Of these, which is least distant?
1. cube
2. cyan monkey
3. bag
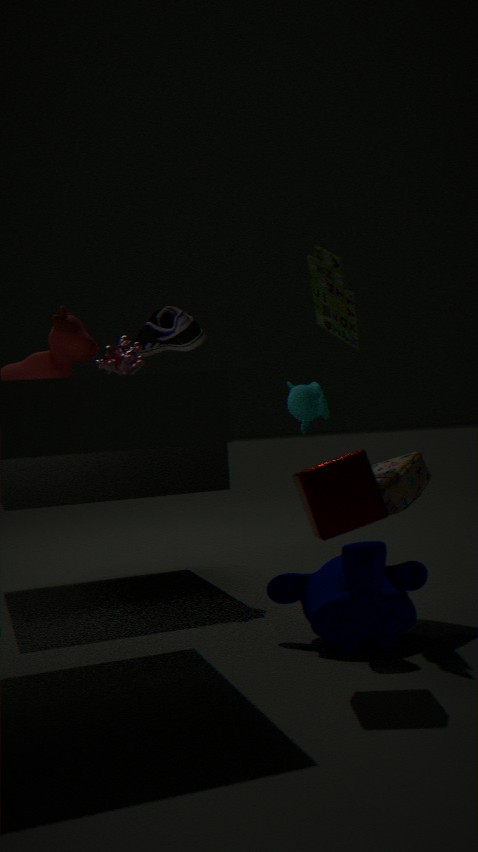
cube
